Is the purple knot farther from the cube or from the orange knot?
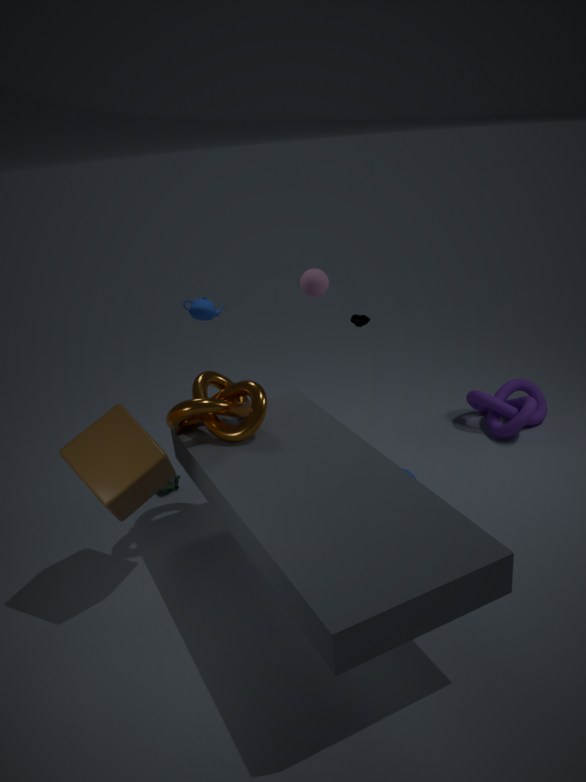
the cube
